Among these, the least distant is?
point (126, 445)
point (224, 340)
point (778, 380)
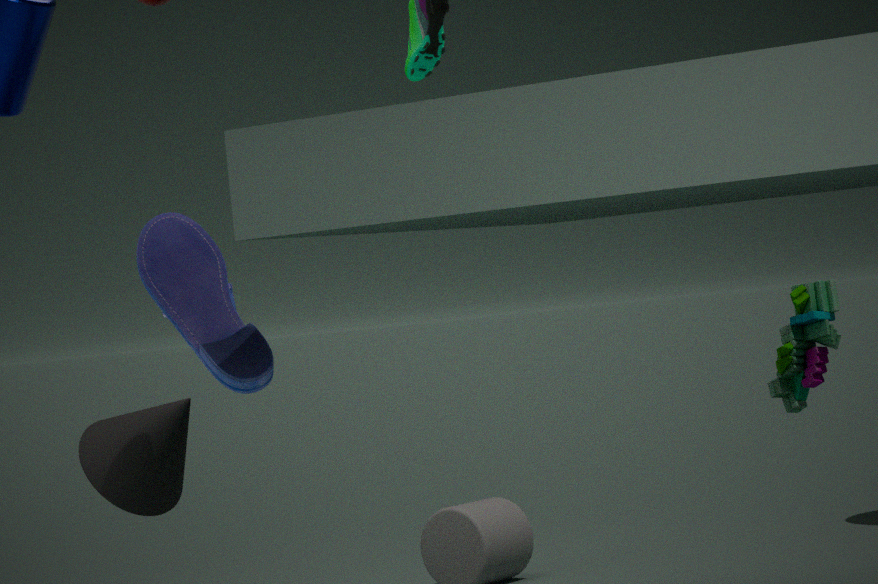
point (224, 340)
